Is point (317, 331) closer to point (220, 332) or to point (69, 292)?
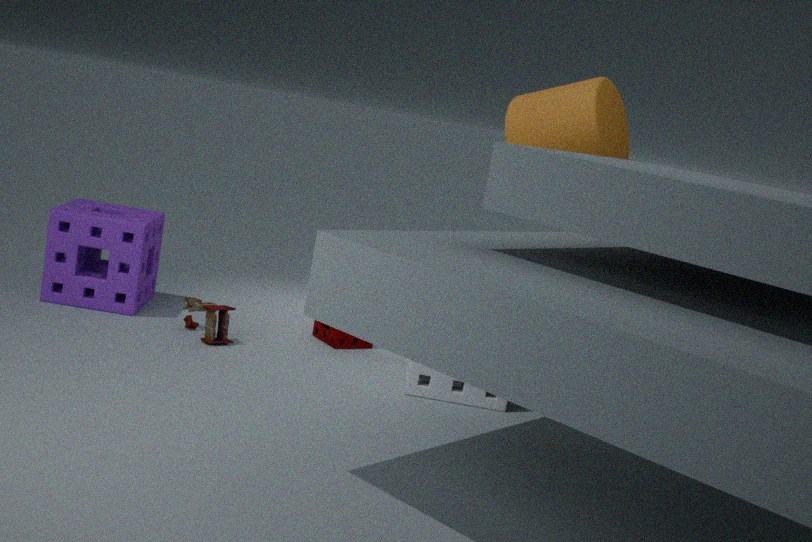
point (220, 332)
